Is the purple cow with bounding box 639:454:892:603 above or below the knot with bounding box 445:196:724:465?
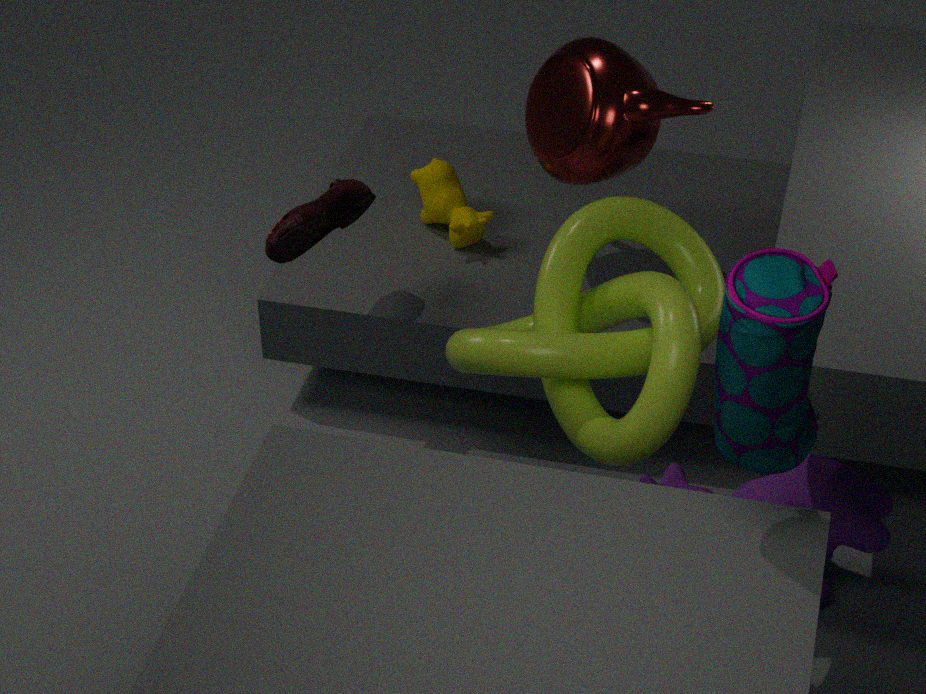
below
